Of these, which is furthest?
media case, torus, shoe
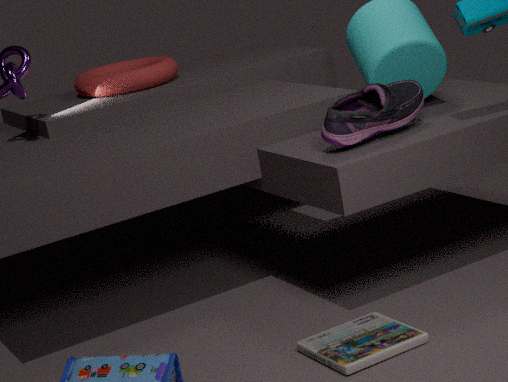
torus
